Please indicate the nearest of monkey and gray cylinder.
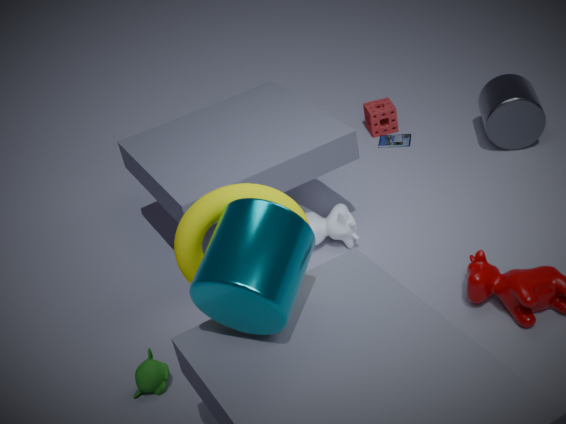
monkey
